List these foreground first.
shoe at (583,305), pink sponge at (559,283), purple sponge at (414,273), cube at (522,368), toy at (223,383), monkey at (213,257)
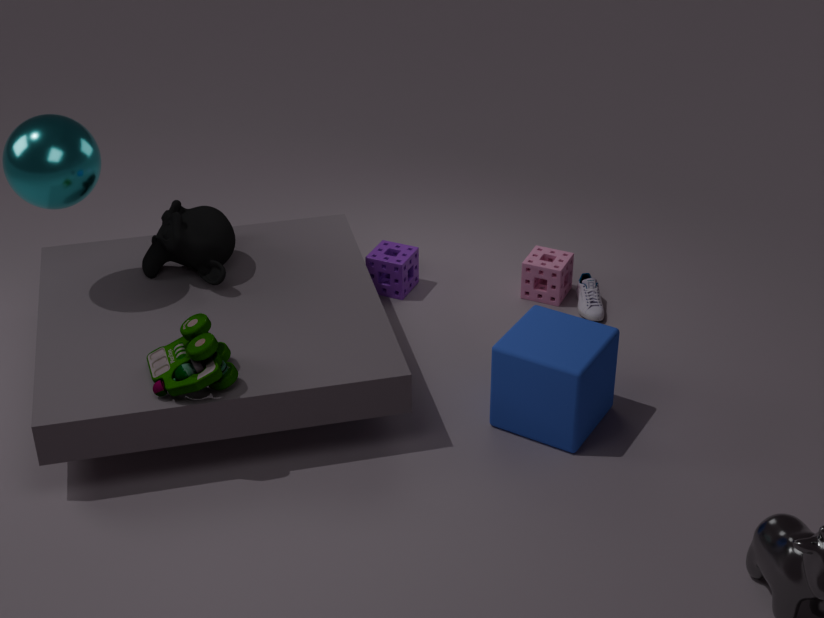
toy at (223,383), cube at (522,368), monkey at (213,257), shoe at (583,305), pink sponge at (559,283), purple sponge at (414,273)
